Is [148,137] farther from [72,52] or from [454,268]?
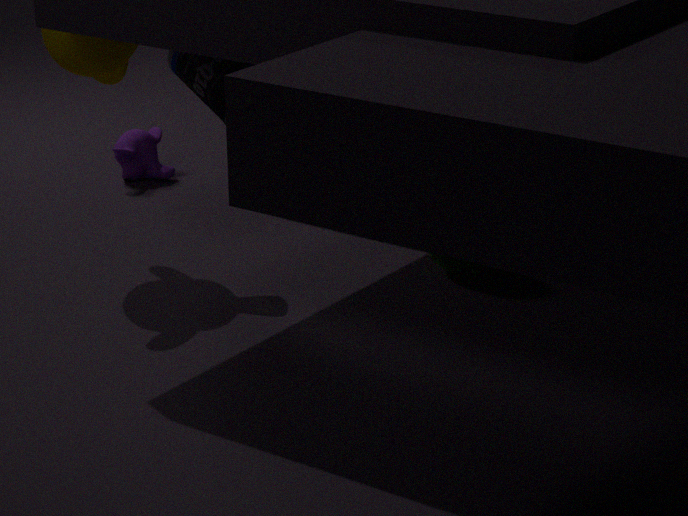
[454,268]
